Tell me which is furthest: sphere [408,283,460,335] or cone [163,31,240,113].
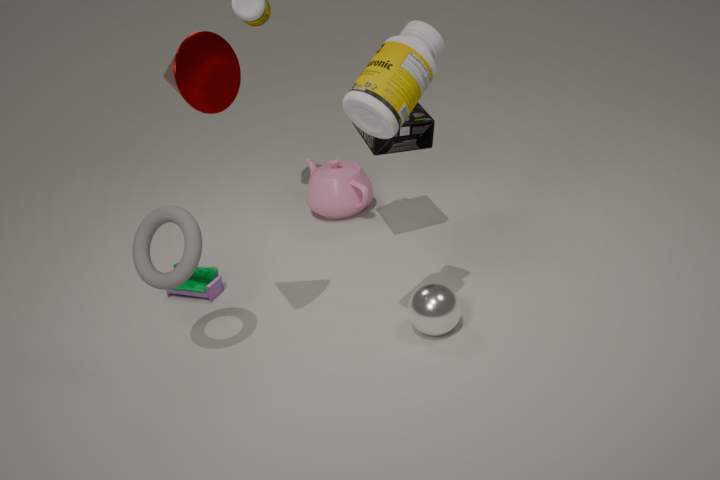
sphere [408,283,460,335]
